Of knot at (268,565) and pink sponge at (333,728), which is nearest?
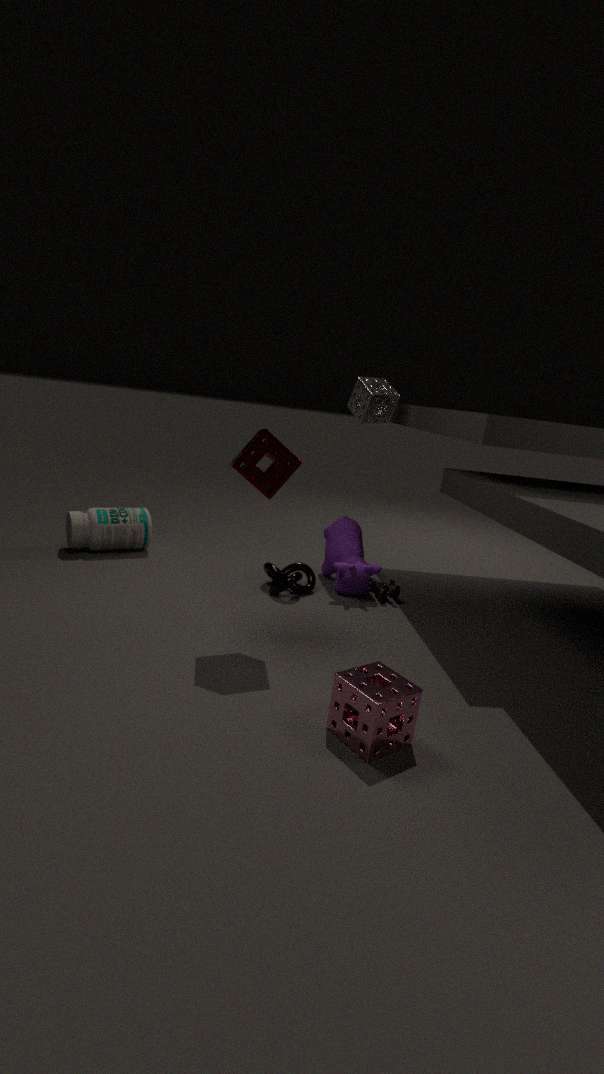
pink sponge at (333,728)
